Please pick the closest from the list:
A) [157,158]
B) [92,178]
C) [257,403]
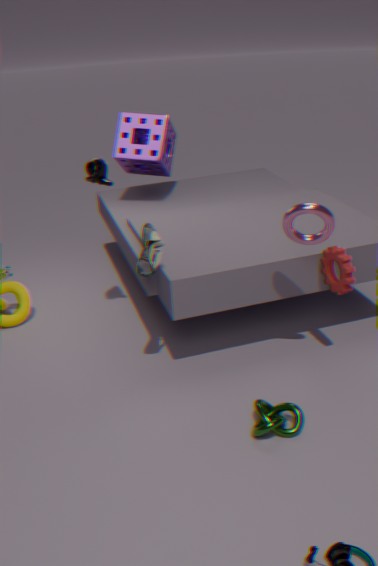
[257,403]
